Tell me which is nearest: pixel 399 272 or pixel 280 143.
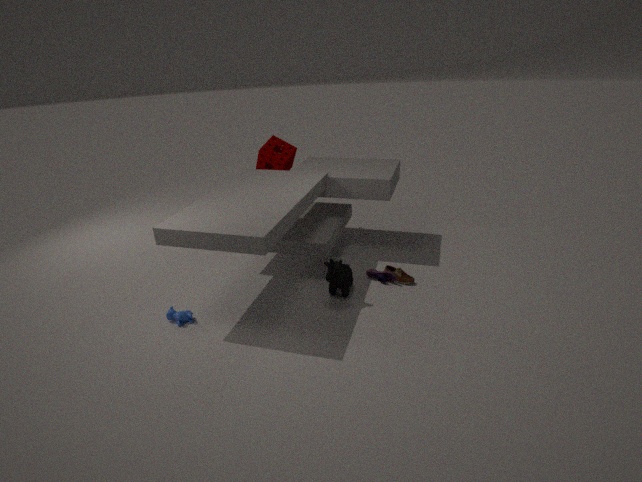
pixel 399 272
